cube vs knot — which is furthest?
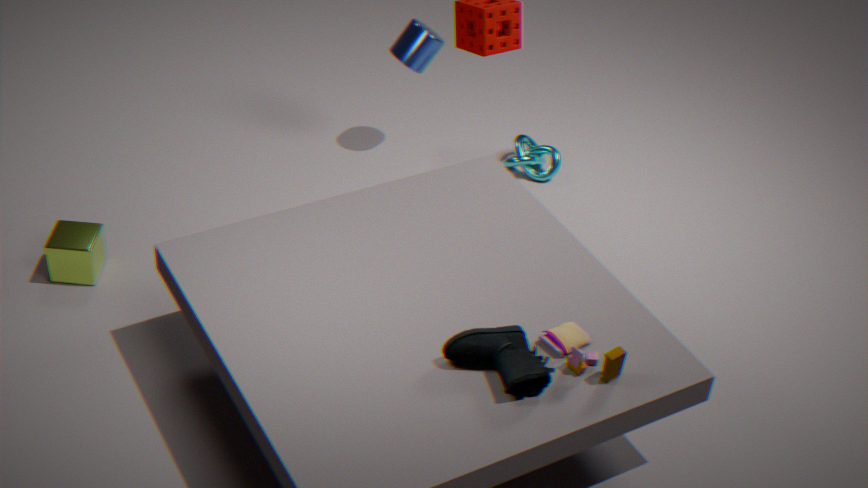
knot
